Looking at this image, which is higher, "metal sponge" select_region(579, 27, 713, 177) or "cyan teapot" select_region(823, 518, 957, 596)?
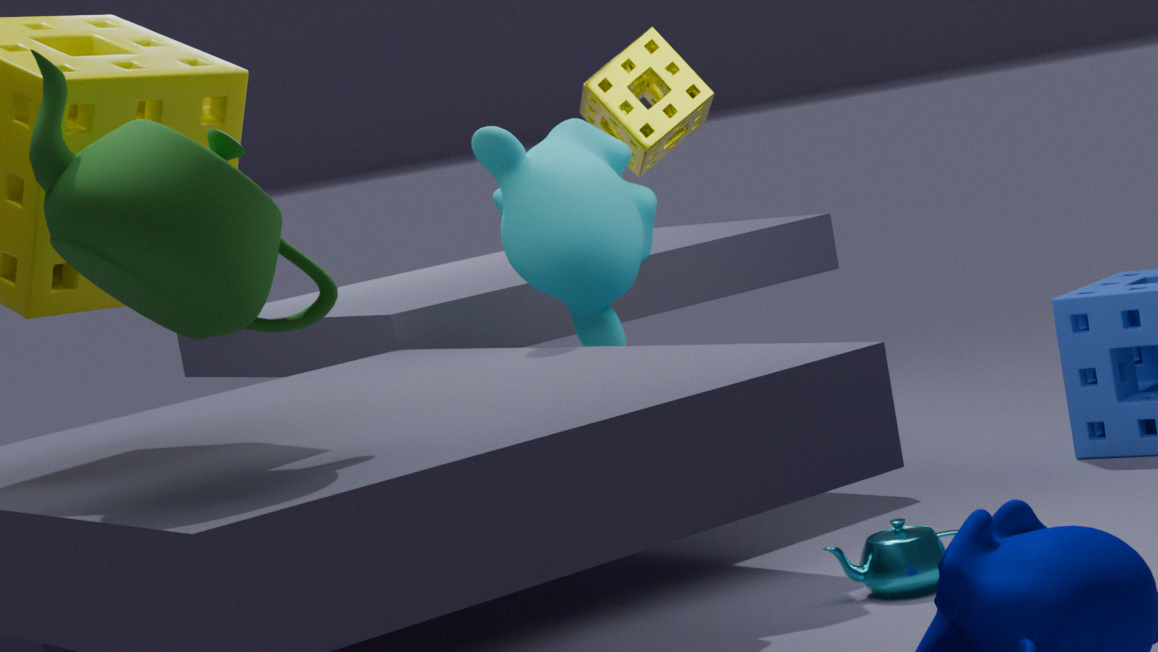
"metal sponge" select_region(579, 27, 713, 177)
